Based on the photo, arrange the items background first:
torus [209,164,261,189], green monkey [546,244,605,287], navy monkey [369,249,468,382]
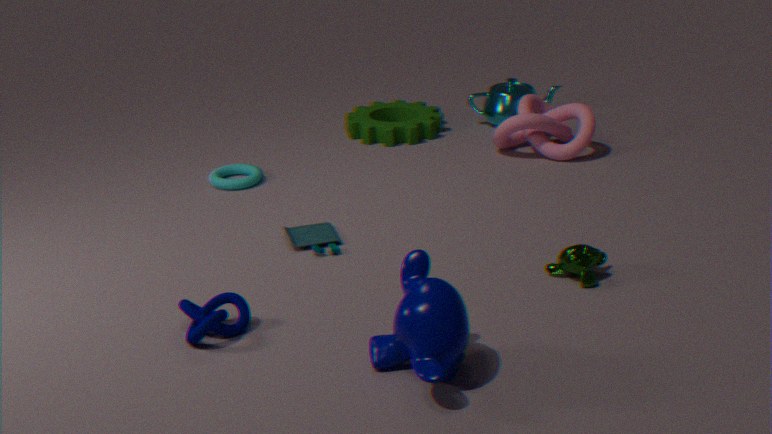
torus [209,164,261,189] → green monkey [546,244,605,287] → navy monkey [369,249,468,382]
